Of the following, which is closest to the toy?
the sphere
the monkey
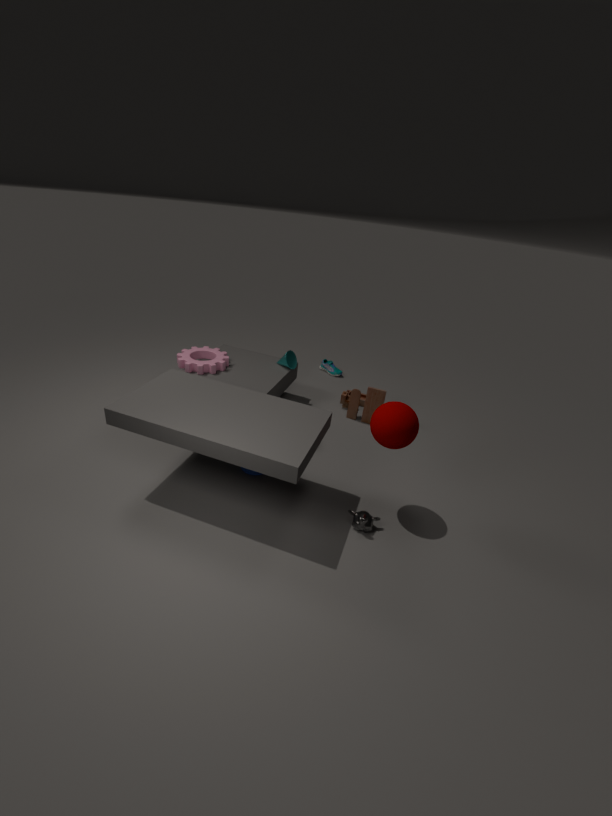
the sphere
